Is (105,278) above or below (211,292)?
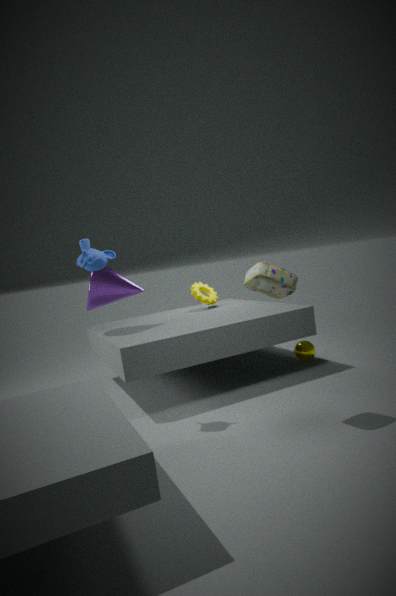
above
